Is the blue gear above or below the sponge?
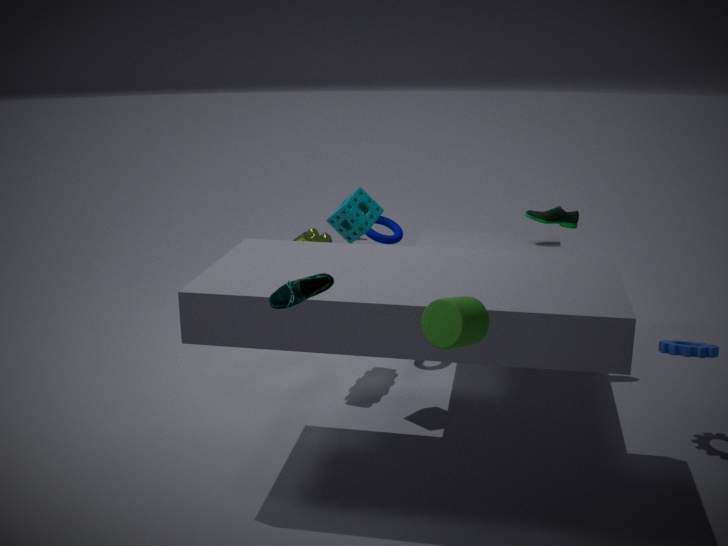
below
